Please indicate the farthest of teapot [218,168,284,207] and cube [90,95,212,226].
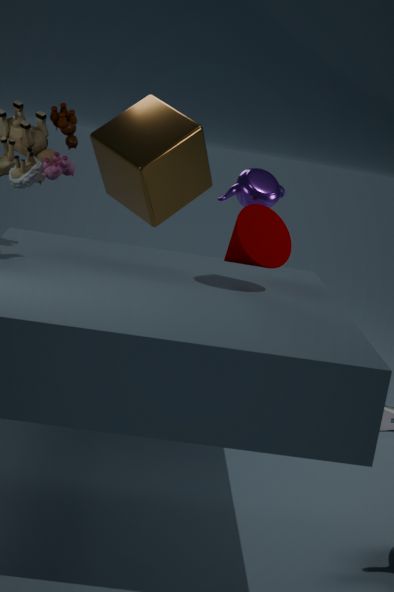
cube [90,95,212,226]
